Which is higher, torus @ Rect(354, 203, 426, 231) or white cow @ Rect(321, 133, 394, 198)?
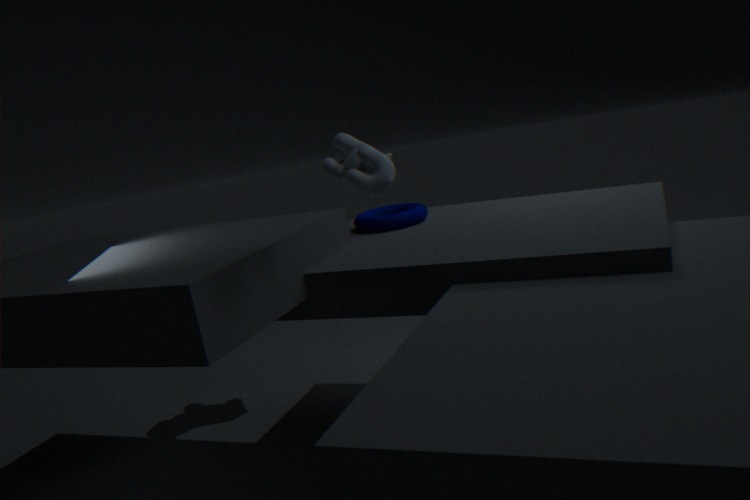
white cow @ Rect(321, 133, 394, 198)
